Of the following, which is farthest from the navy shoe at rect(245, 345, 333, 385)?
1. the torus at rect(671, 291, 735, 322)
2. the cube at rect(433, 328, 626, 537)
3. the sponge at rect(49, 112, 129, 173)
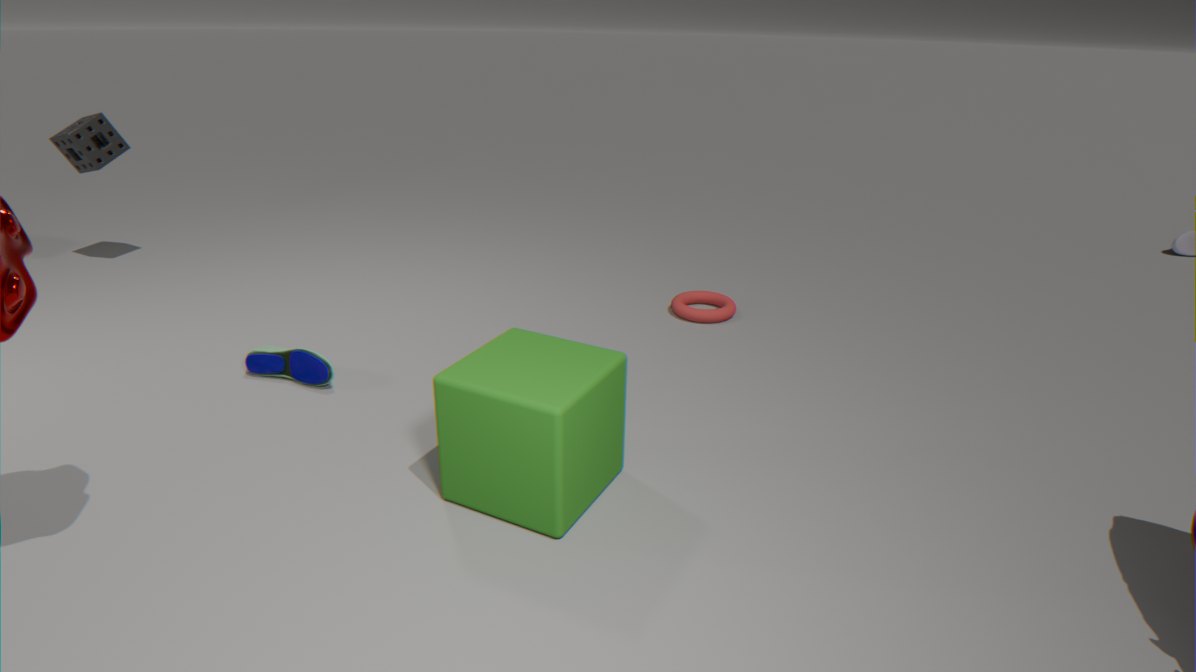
the sponge at rect(49, 112, 129, 173)
